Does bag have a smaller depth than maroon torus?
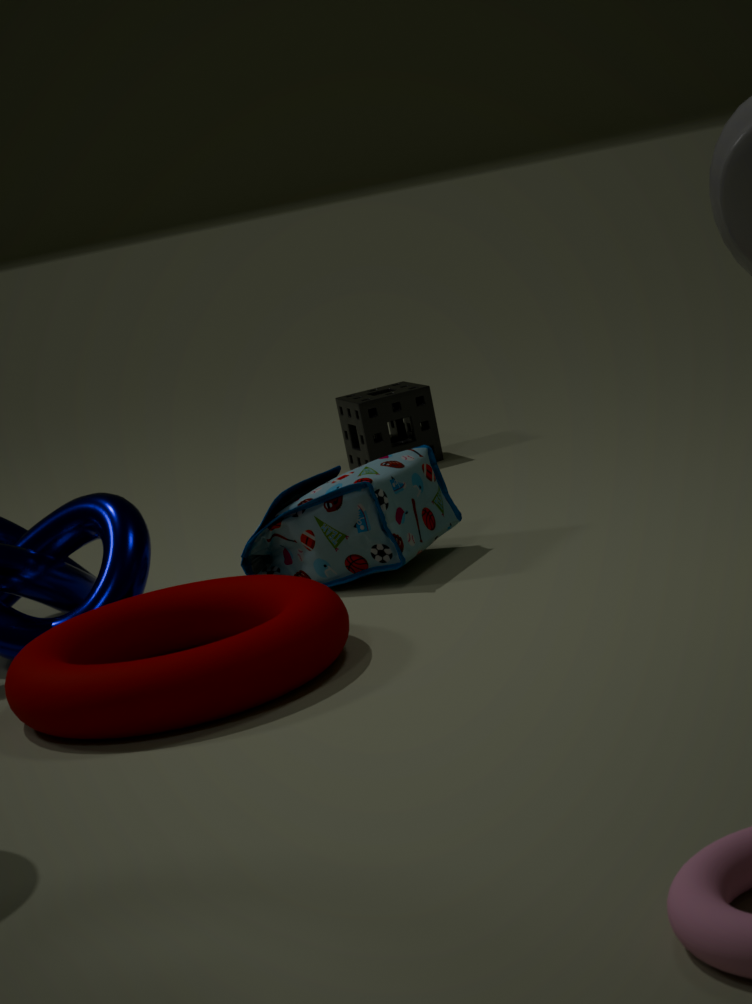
No
